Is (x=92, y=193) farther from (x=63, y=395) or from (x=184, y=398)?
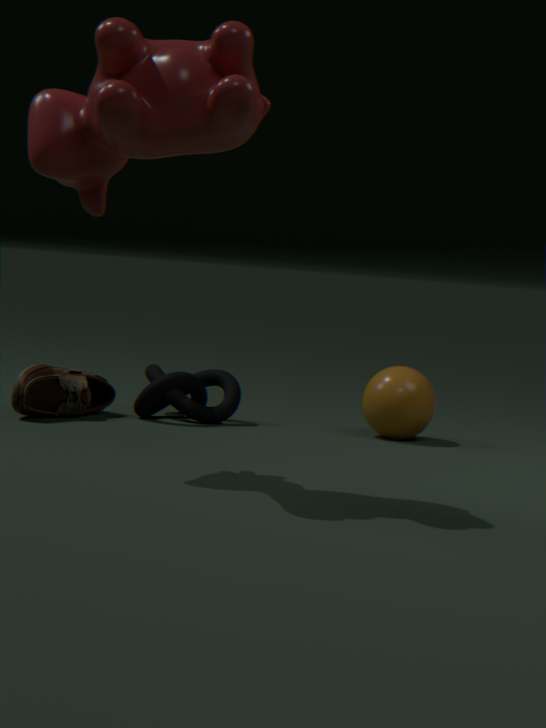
(x=184, y=398)
